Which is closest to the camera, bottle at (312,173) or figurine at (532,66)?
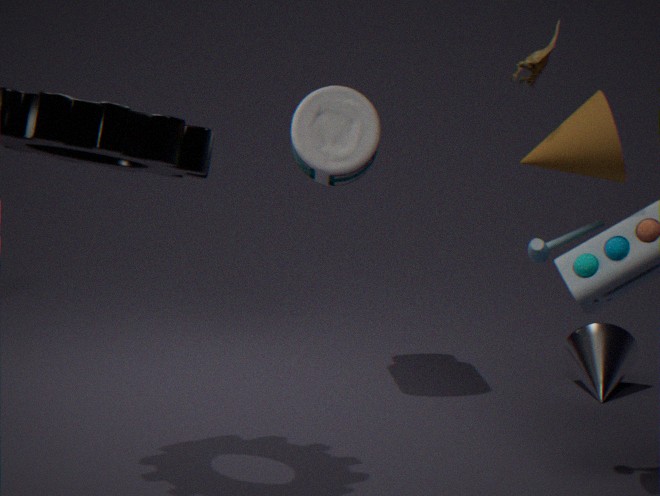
figurine at (532,66)
